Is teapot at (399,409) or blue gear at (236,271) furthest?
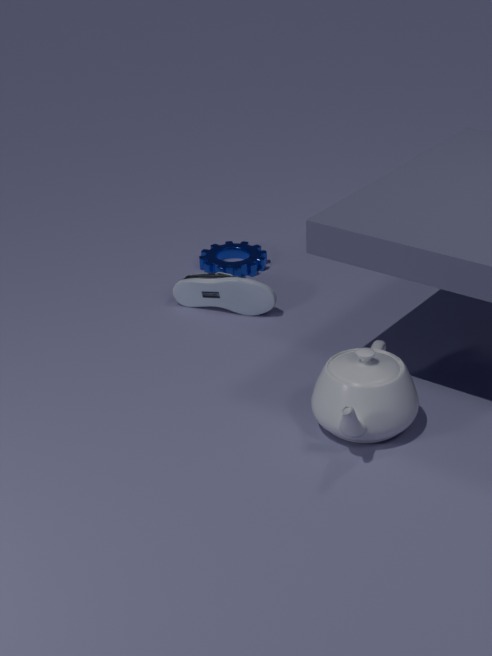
blue gear at (236,271)
